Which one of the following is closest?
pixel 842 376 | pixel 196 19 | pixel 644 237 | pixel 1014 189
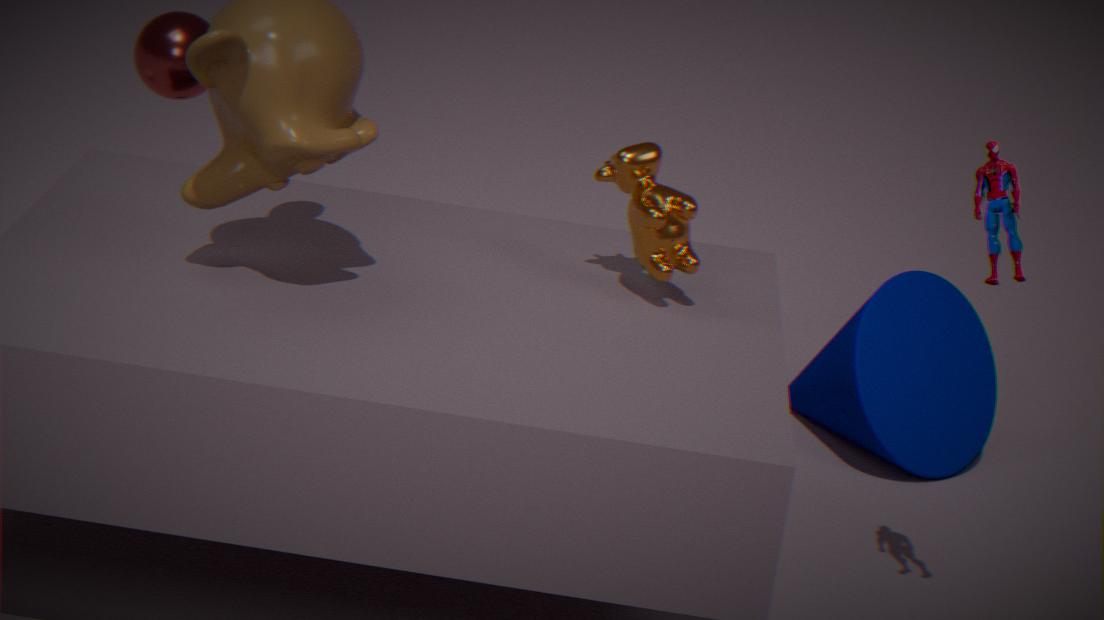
pixel 1014 189
